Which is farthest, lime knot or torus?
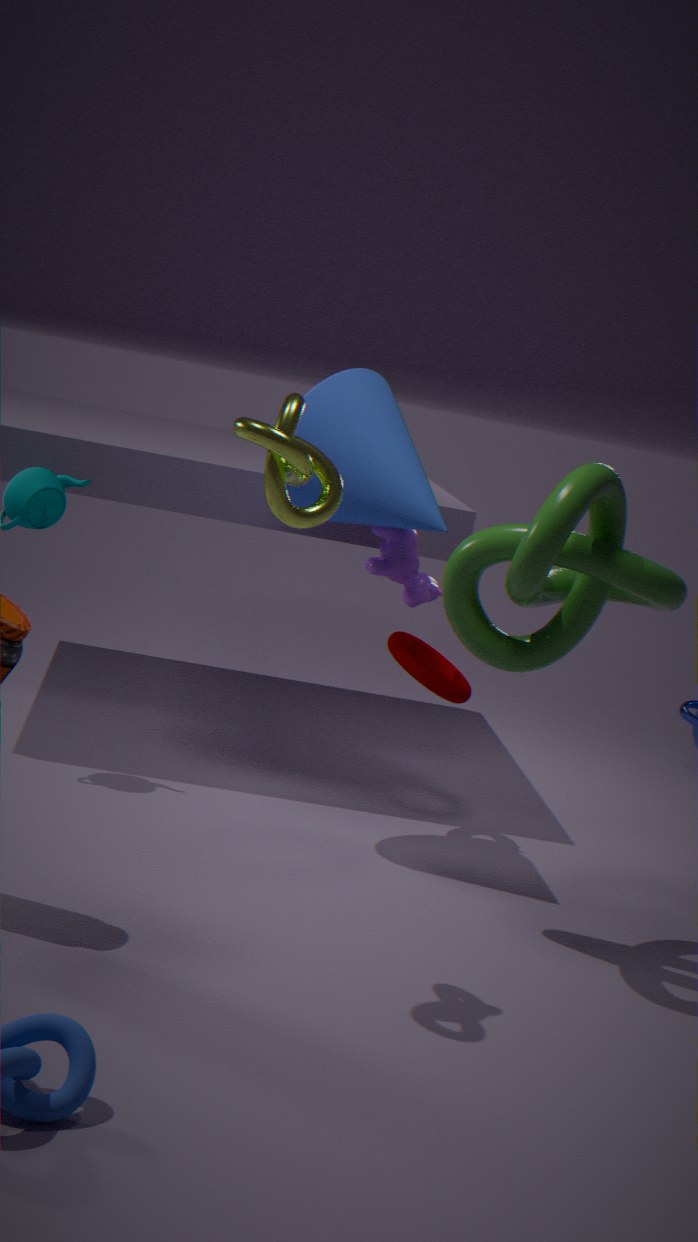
torus
